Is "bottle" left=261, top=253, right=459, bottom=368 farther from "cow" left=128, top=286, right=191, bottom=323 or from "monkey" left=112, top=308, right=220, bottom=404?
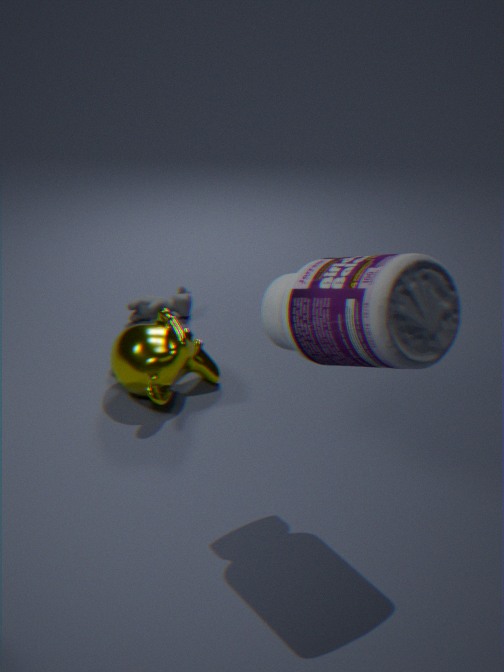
"cow" left=128, top=286, right=191, bottom=323
